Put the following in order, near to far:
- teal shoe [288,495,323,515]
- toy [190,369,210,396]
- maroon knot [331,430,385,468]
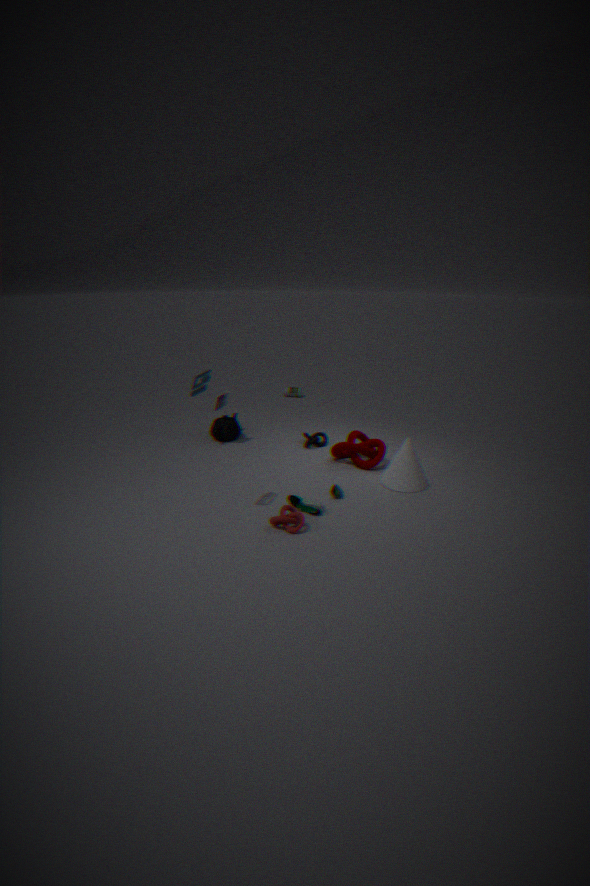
toy [190,369,210,396]
teal shoe [288,495,323,515]
maroon knot [331,430,385,468]
